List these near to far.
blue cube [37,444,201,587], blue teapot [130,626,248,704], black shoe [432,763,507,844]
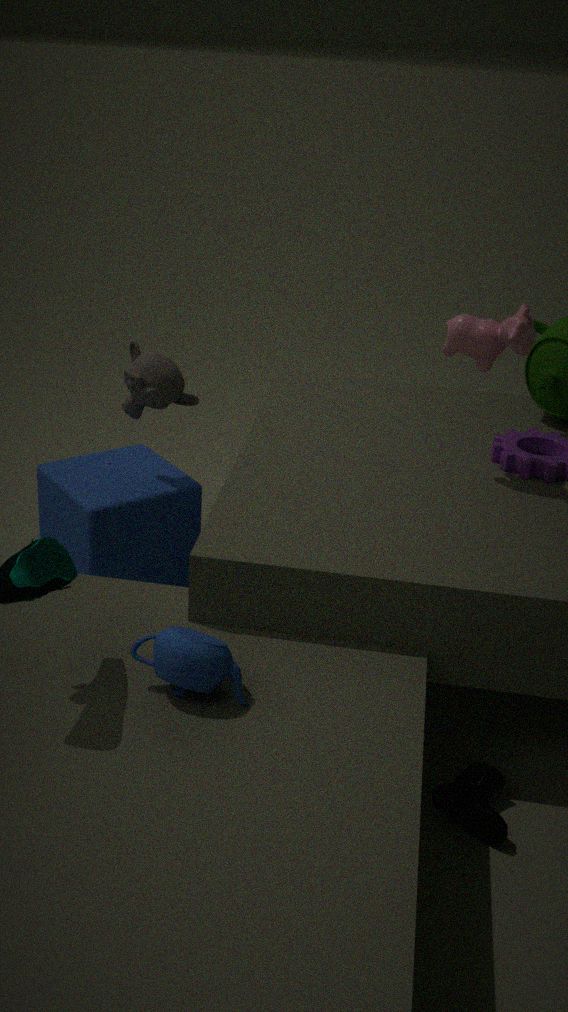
blue teapot [130,626,248,704]
black shoe [432,763,507,844]
blue cube [37,444,201,587]
